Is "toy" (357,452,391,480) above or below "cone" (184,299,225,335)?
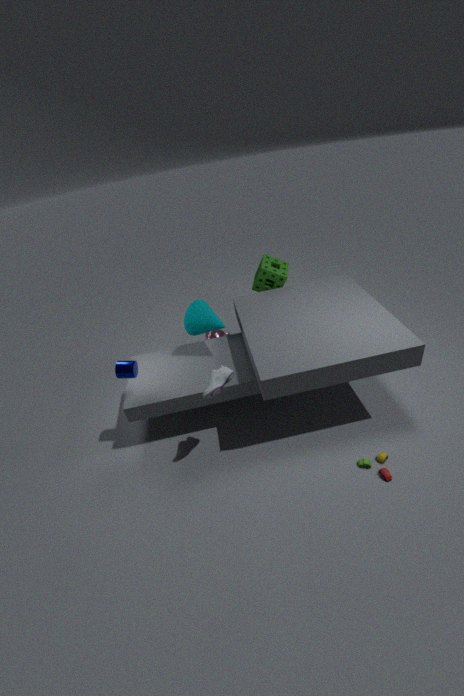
below
